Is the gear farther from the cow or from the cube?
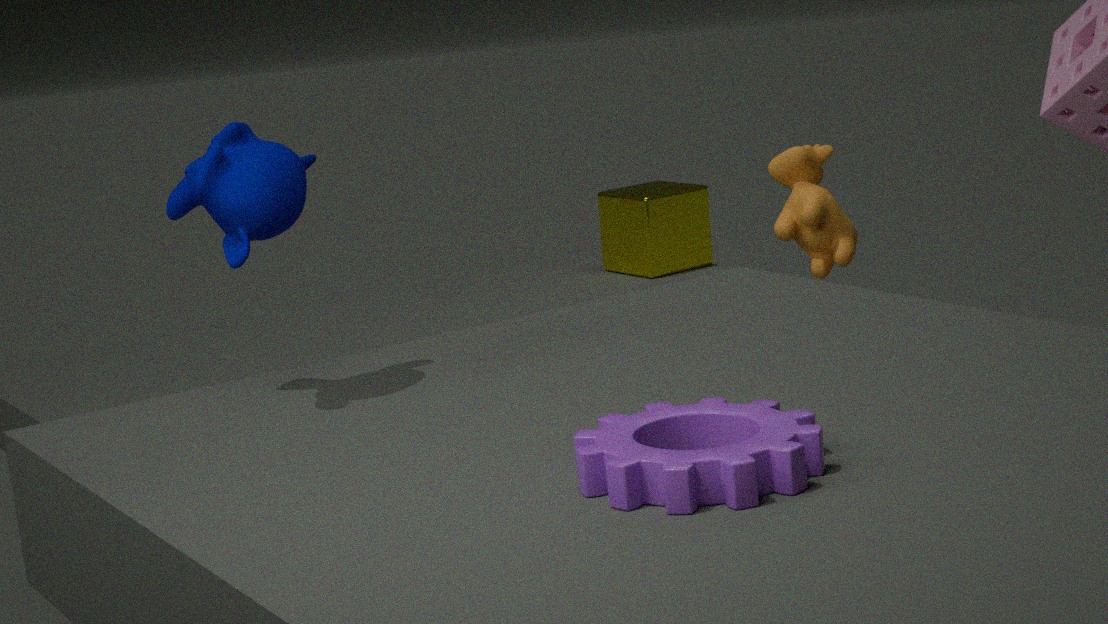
the cube
